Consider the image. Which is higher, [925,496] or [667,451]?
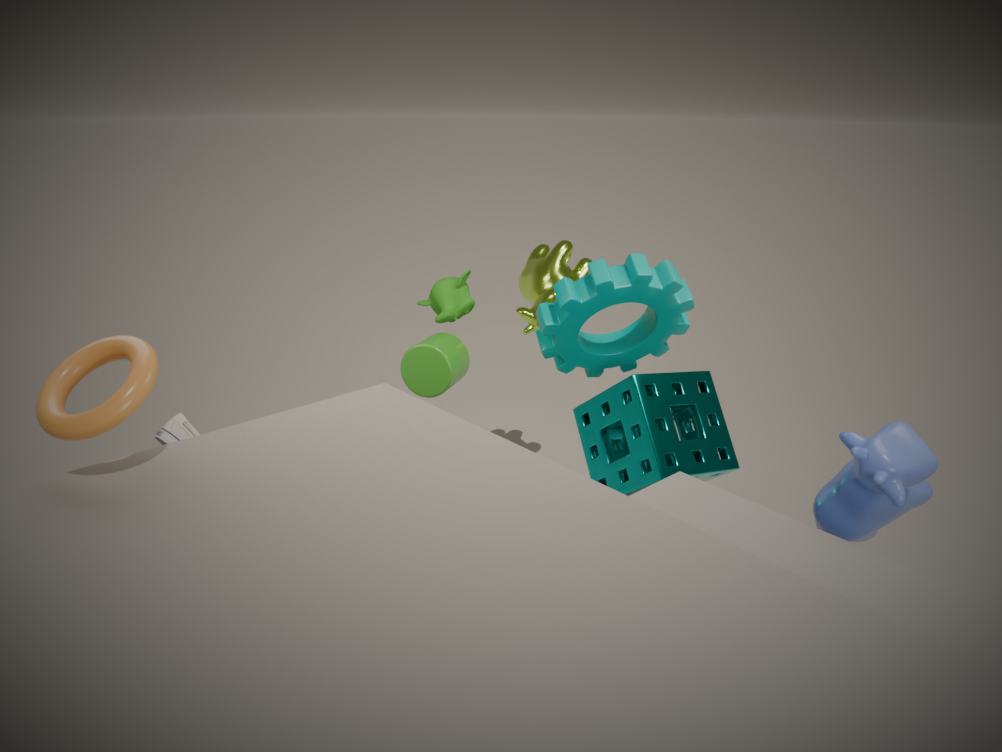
[925,496]
